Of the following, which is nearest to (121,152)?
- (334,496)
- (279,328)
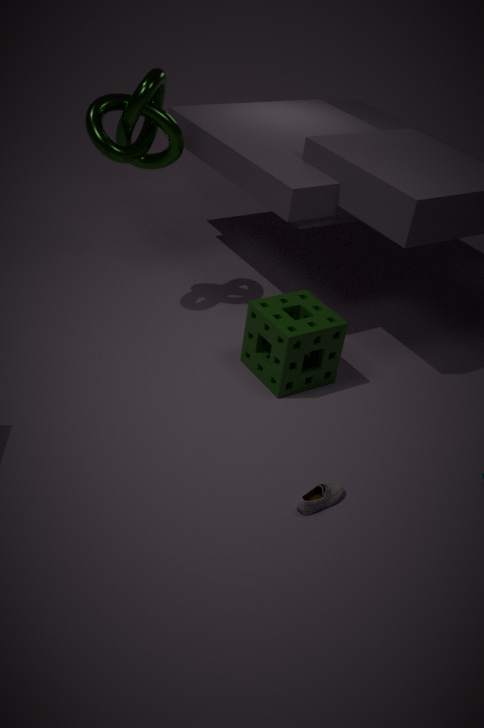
(279,328)
